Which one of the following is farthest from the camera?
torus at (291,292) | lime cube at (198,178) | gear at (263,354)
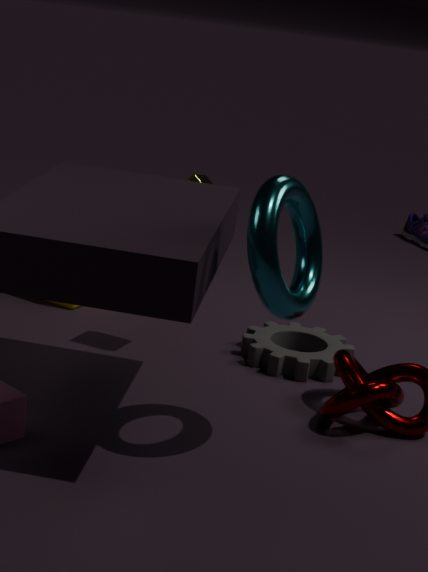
gear at (263,354)
